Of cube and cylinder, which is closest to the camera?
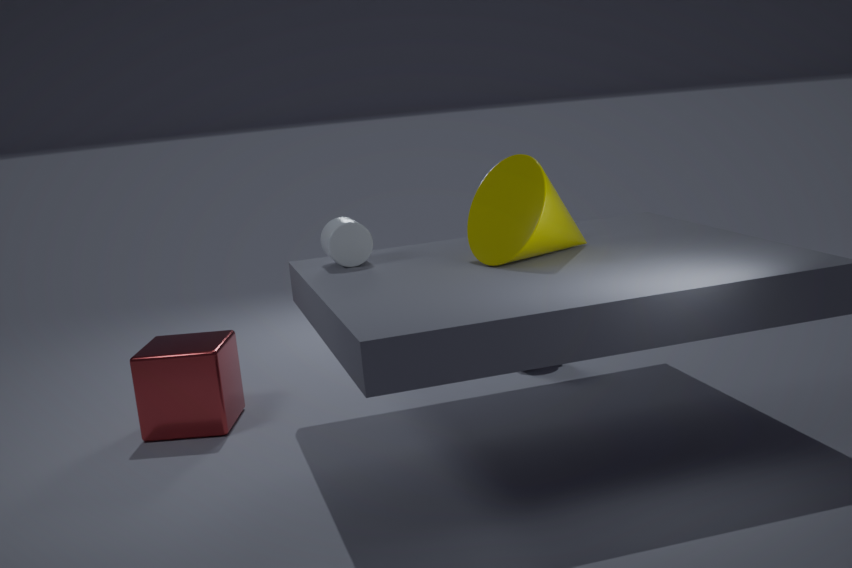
cylinder
